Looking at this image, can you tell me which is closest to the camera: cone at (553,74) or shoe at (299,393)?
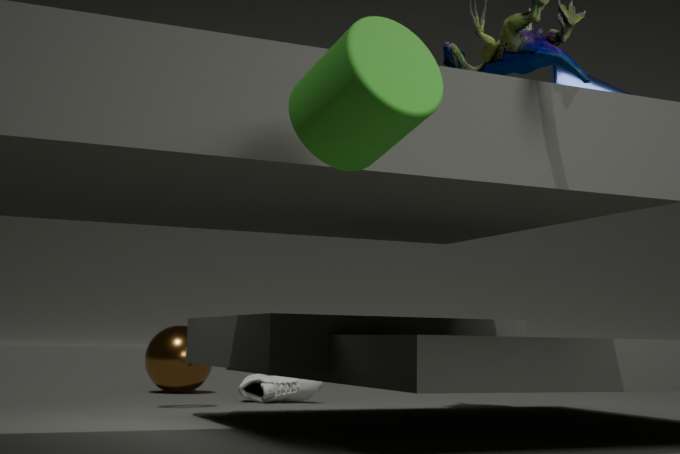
cone at (553,74)
